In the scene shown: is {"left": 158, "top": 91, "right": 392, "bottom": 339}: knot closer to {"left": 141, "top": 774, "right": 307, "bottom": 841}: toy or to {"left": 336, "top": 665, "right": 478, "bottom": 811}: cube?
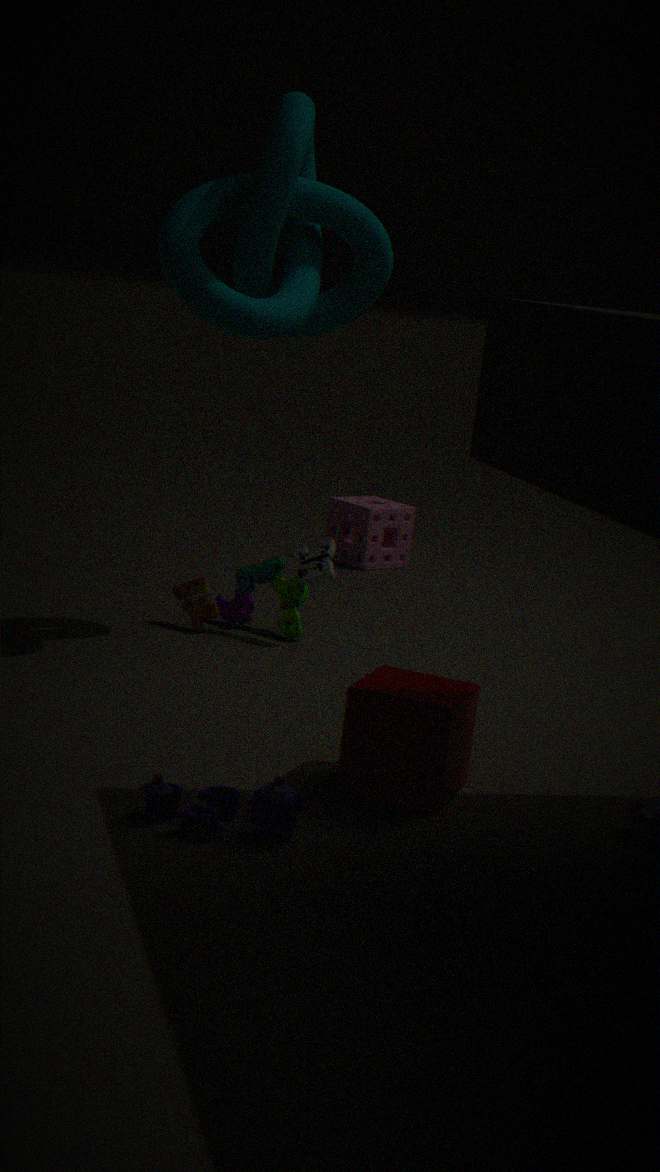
{"left": 336, "top": 665, "right": 478, "bottom": 811}: cube
